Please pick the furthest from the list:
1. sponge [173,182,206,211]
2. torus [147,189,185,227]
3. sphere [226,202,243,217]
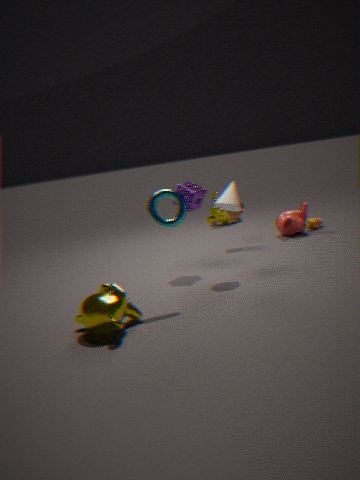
sphere [226,202,243,217]
